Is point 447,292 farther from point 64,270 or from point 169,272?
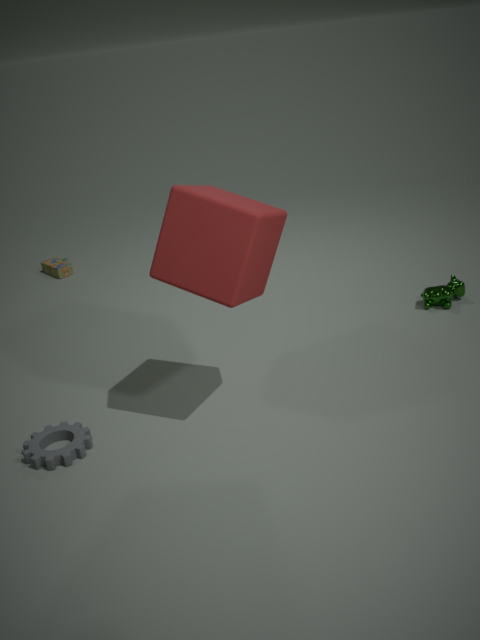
point 64,270
